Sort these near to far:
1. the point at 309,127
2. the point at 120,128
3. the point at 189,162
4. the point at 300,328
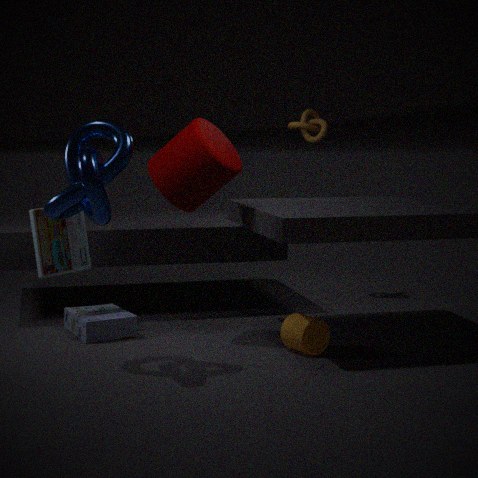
the point at 120,128 → the point at 300,328 → the point at 189,162 → the point at 309,127
